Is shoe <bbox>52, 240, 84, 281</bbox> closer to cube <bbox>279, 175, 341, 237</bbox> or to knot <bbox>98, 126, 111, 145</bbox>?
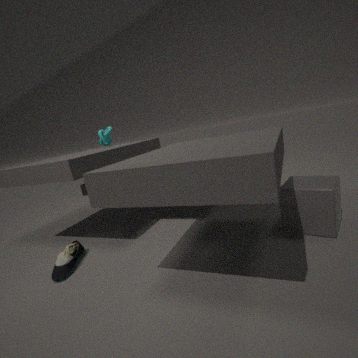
knot <bbox>98, 126, 111, 145</bbox>
